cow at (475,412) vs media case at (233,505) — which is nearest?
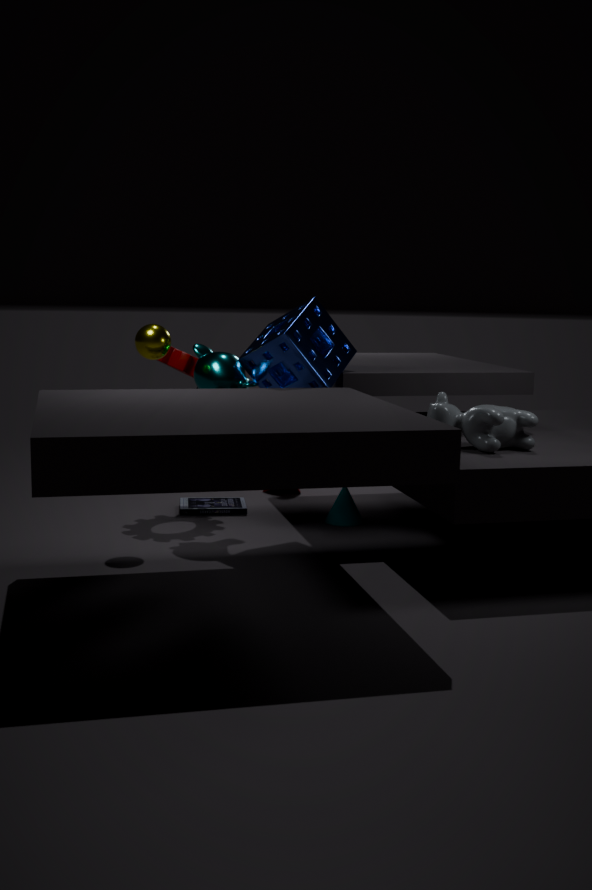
cow at (475,412)
